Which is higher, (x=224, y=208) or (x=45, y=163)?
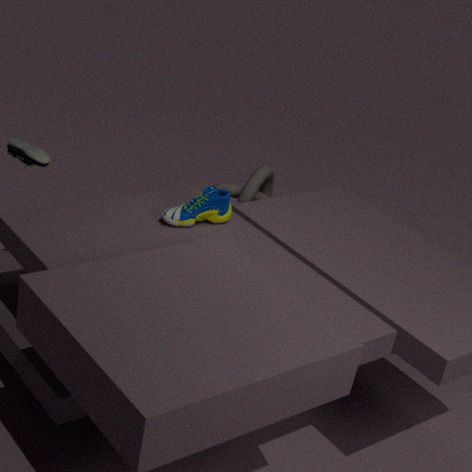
(x=45, y=163)
